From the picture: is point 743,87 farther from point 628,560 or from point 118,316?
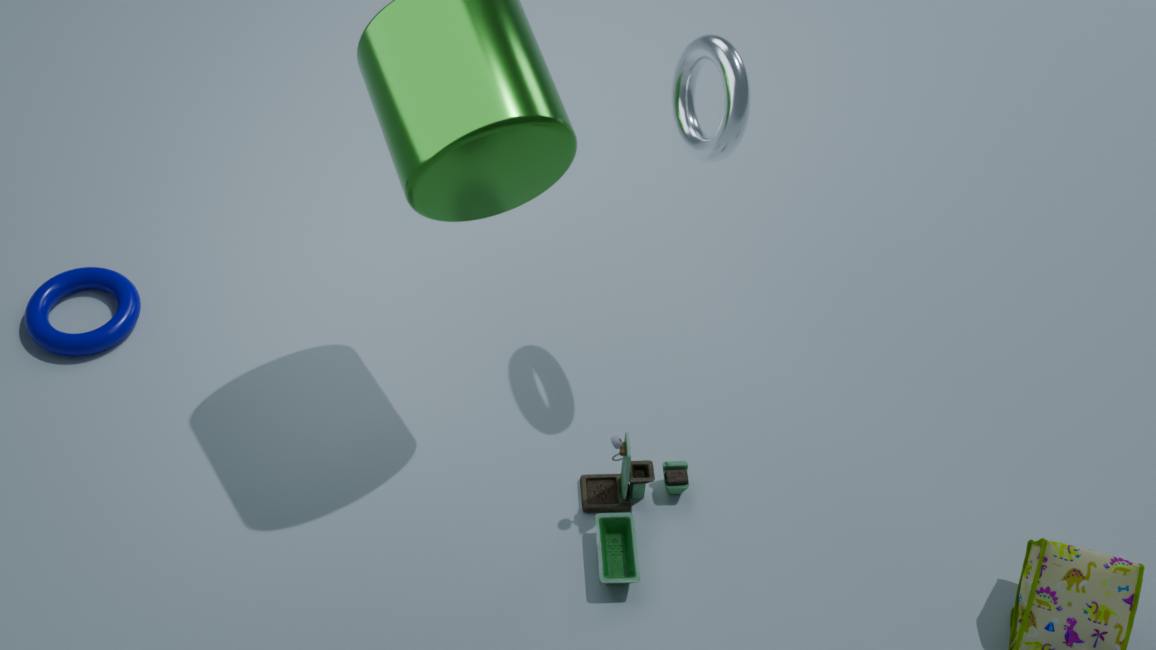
point 118,316
